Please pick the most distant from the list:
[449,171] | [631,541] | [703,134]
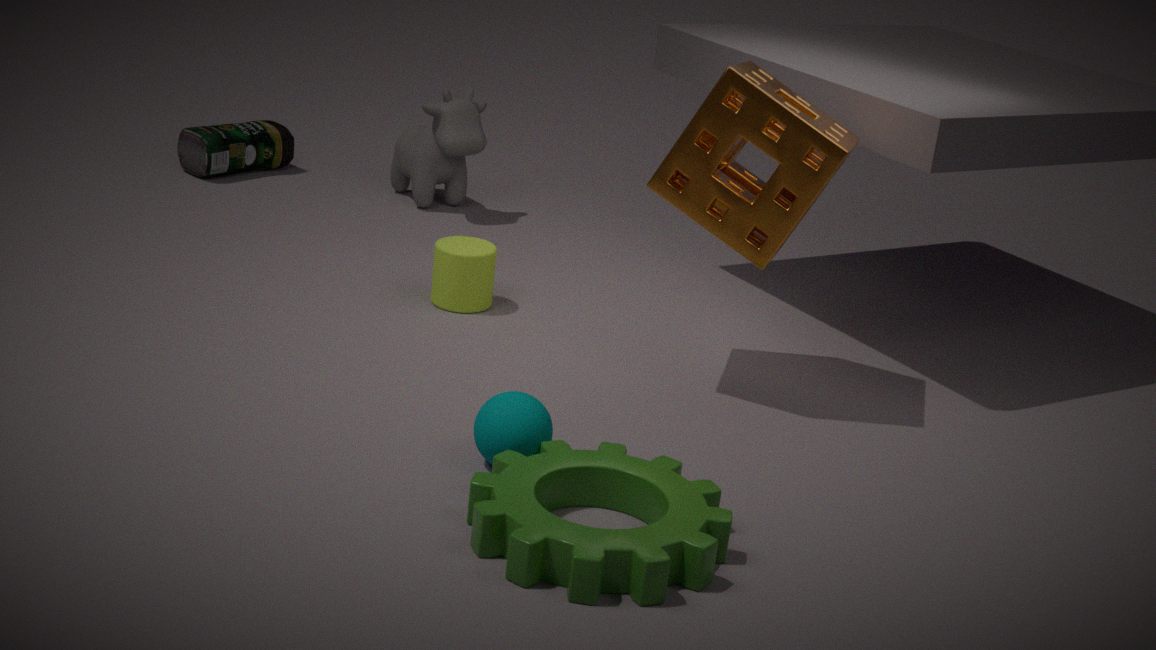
[449,171]
